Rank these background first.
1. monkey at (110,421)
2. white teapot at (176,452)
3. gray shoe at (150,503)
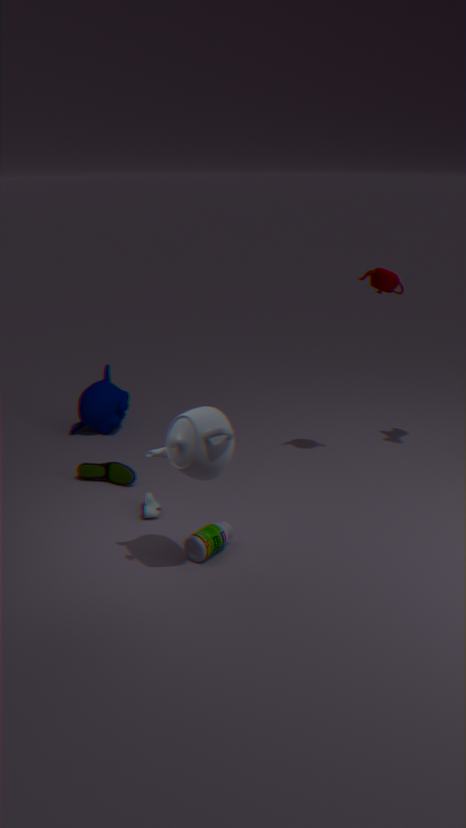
monkey at (110,421) → gray shoe at (150,503) → white teapot at (176,452)
